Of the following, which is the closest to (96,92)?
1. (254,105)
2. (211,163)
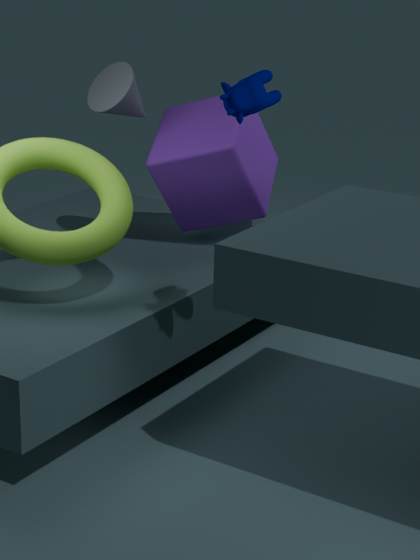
(211,163)
